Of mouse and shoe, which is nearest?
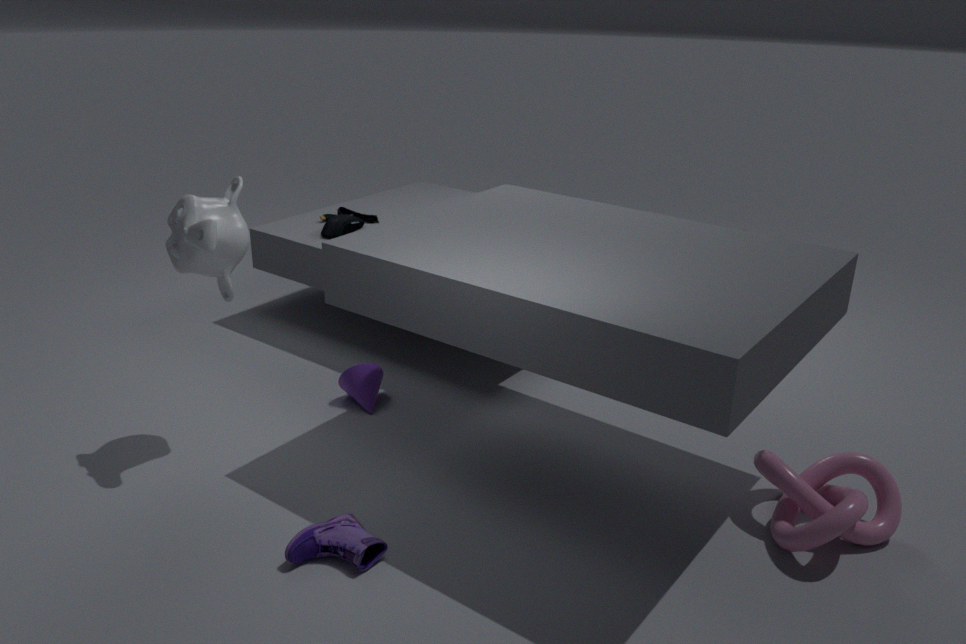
shoe
